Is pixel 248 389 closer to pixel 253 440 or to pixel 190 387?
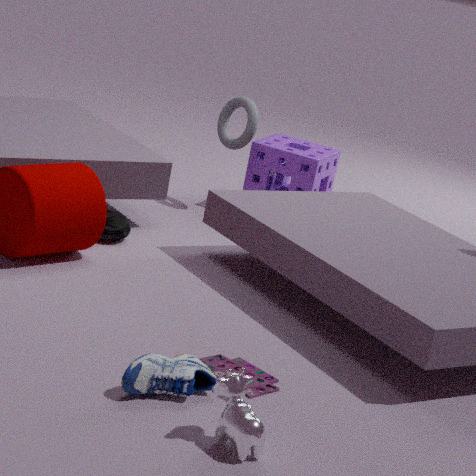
pixel 190 387
